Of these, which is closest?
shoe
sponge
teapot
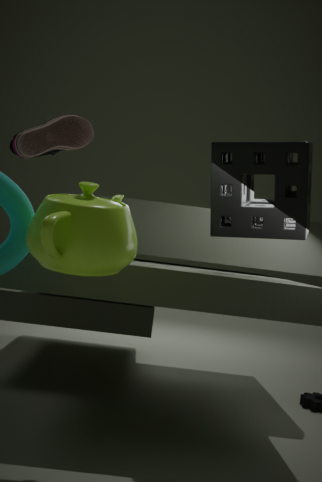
teapot
